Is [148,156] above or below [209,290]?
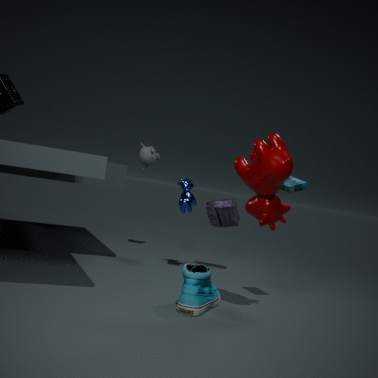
above
